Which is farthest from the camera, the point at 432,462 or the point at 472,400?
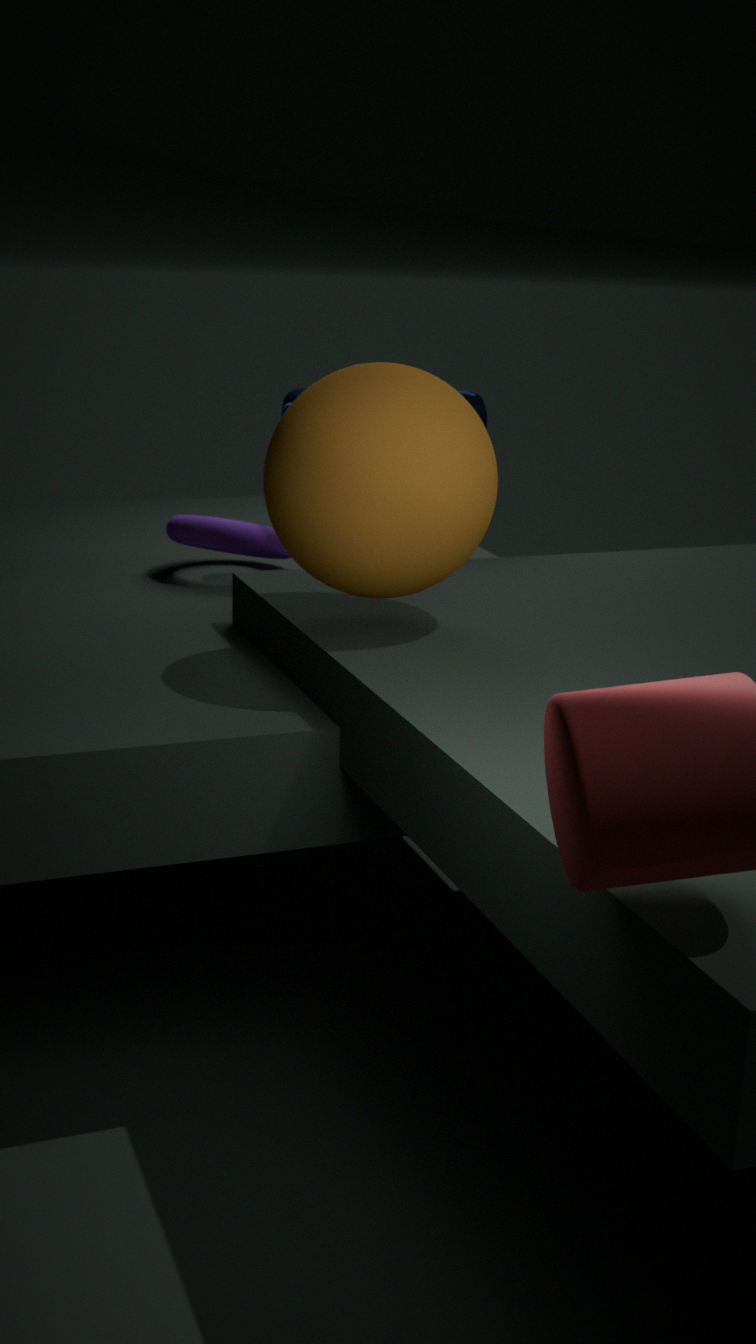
the point at 472,400
